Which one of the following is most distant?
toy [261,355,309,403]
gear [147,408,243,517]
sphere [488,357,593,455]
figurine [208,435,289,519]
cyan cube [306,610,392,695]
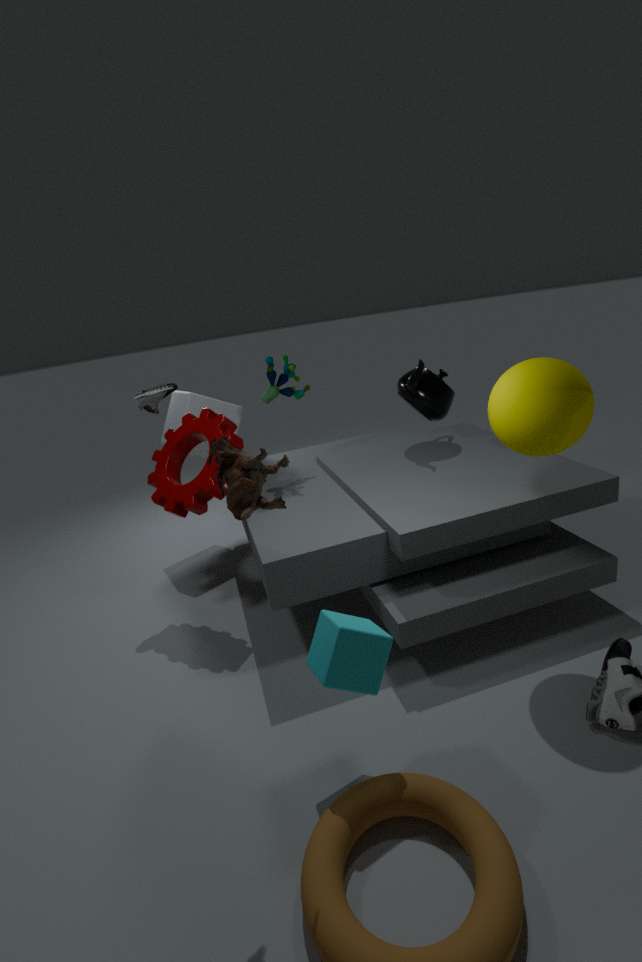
toy [261,355,309,403]
